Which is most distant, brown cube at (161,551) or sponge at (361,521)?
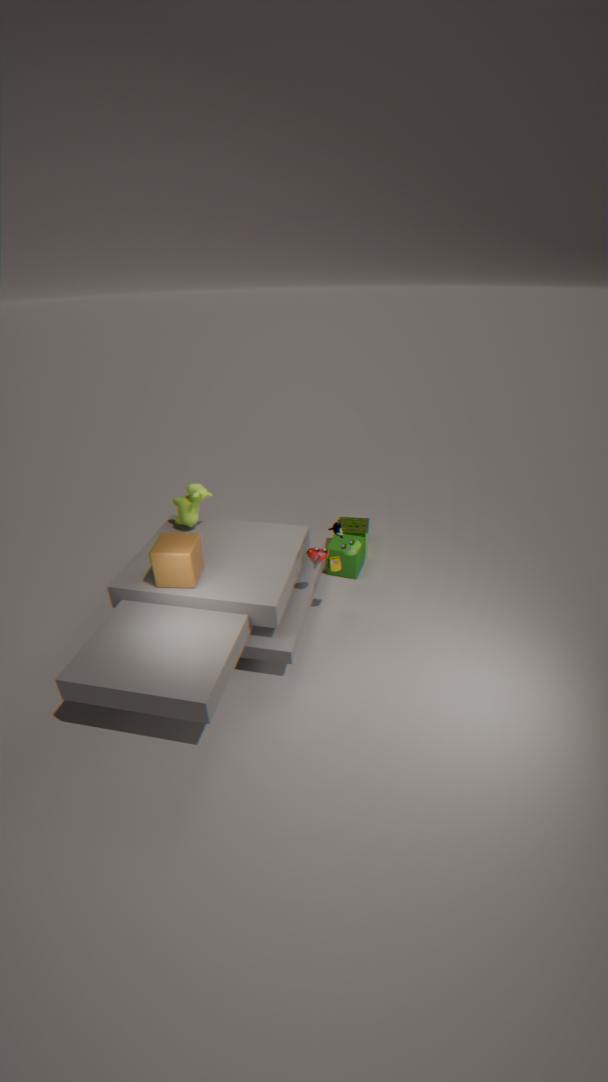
sponge at (361,521)
